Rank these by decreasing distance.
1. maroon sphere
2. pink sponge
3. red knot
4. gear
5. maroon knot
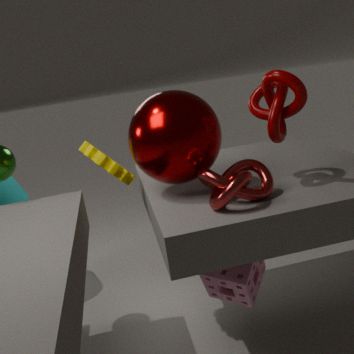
gear
pink sponge
maroon sphere
maroon knot
red knot
